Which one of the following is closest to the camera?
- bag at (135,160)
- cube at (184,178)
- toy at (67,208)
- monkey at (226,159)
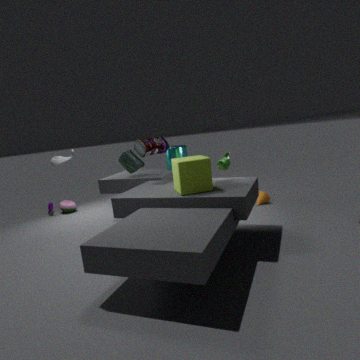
cube at (184,178)
